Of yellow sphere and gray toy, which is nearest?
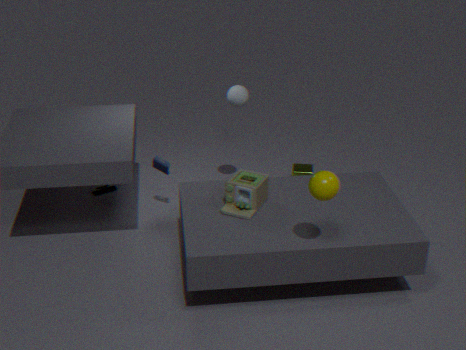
yellow sphere
